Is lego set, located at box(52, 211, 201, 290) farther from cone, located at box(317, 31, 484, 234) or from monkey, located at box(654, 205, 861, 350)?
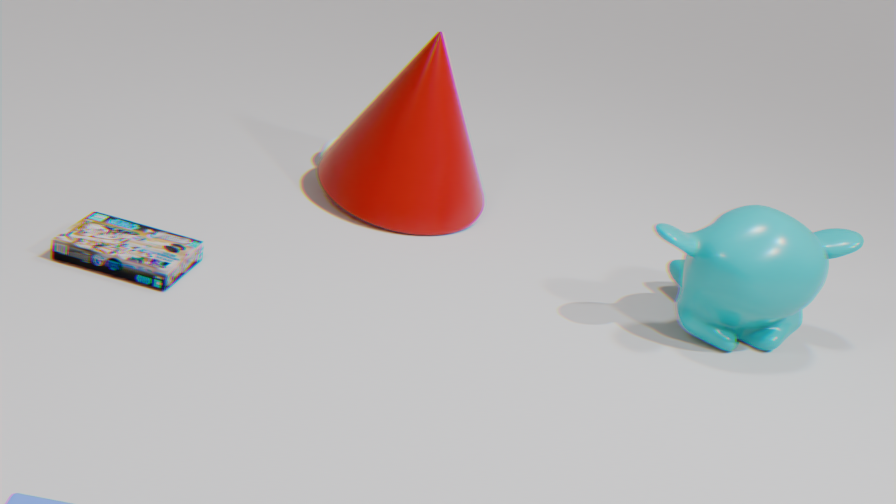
monkey, located at box(654, 205, 861, 350)
